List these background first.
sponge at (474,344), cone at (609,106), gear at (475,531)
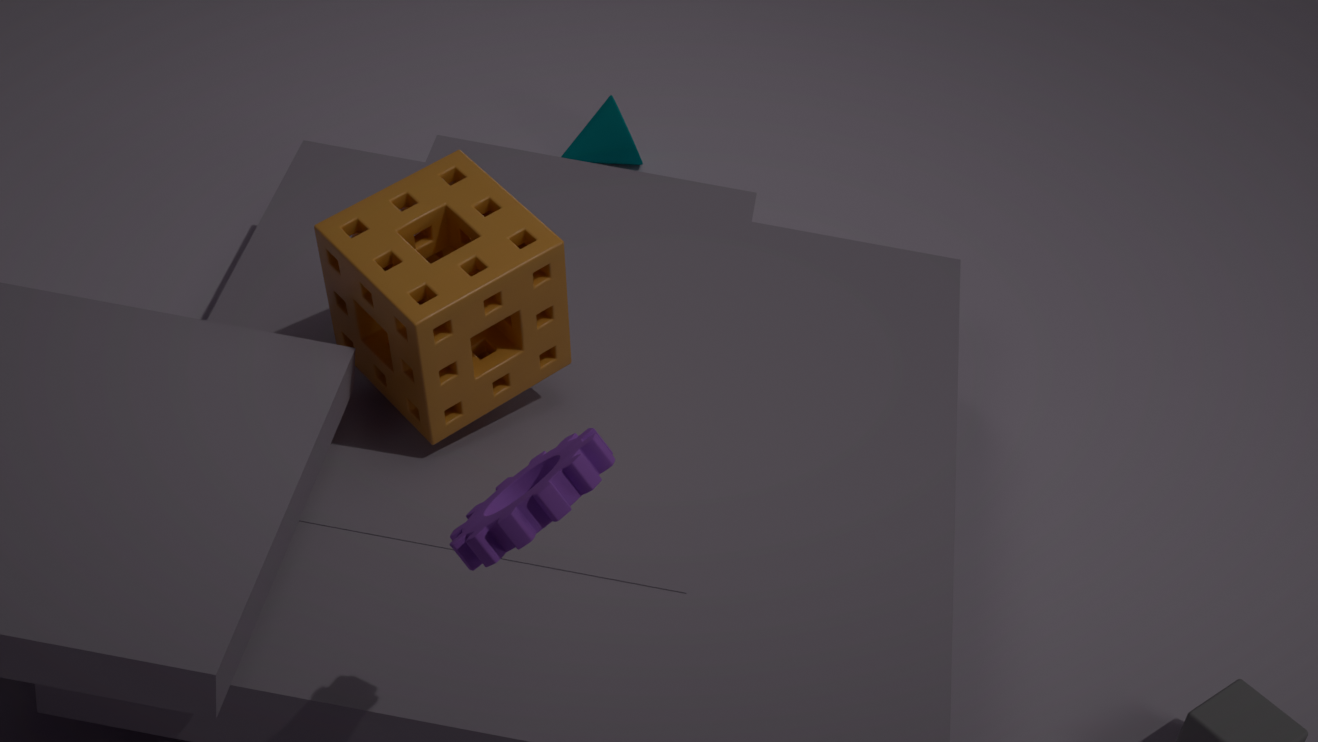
cone at (609,106), sponge at (474,344), gear at (475,531)
